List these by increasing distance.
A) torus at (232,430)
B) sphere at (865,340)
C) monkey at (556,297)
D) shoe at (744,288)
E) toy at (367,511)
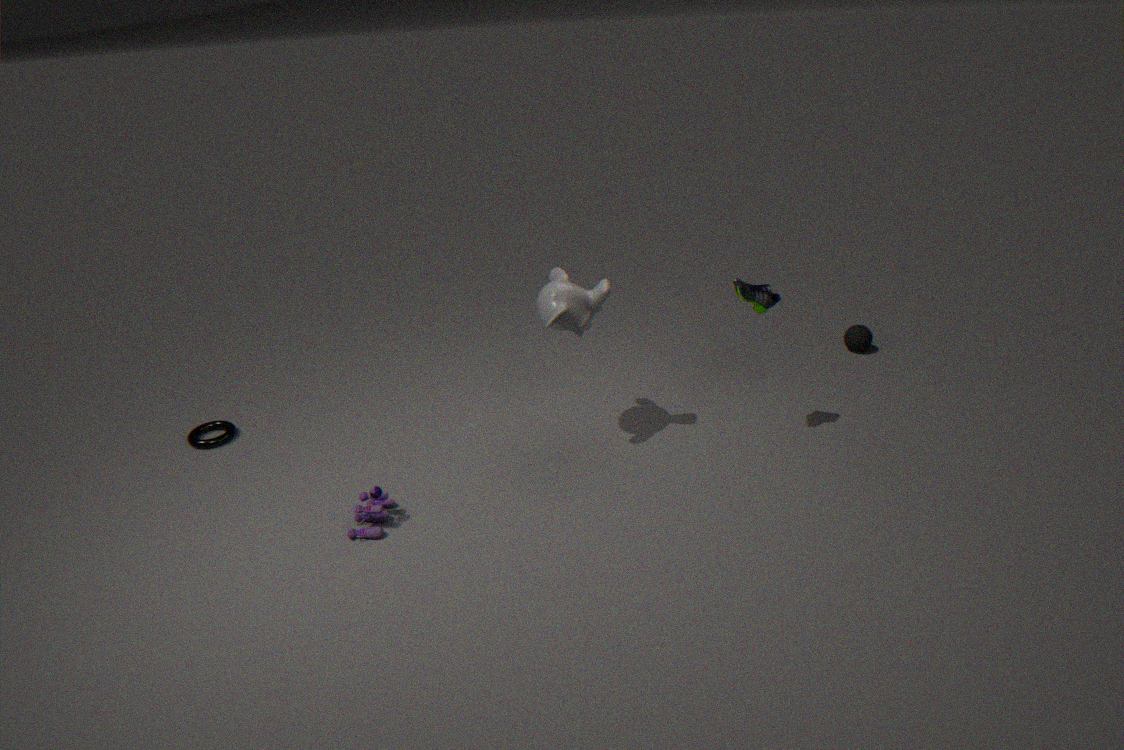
toy at (367,511)
shoe at (744,288)
monkey at (556,297)
torus at (232,430)
sphere at (865,340)
